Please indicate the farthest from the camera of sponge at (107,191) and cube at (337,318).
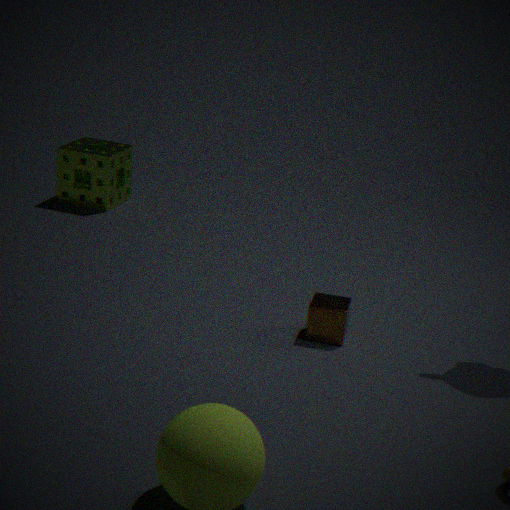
sponge at (107,191)
